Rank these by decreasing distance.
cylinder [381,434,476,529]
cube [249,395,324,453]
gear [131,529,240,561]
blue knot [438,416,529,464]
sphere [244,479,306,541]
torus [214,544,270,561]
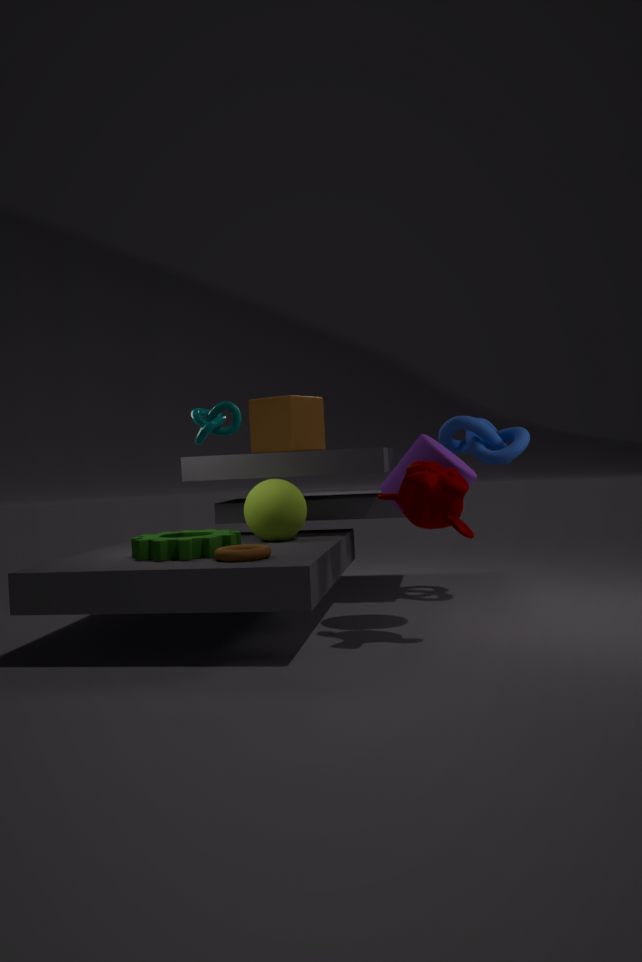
cube [249,395,324,453], blue knot [438,416,529,464], sphere [244,479,306,541], cylinder [381,434,476,529], gear [131,529,240,561], torus [214,544,270,561]
